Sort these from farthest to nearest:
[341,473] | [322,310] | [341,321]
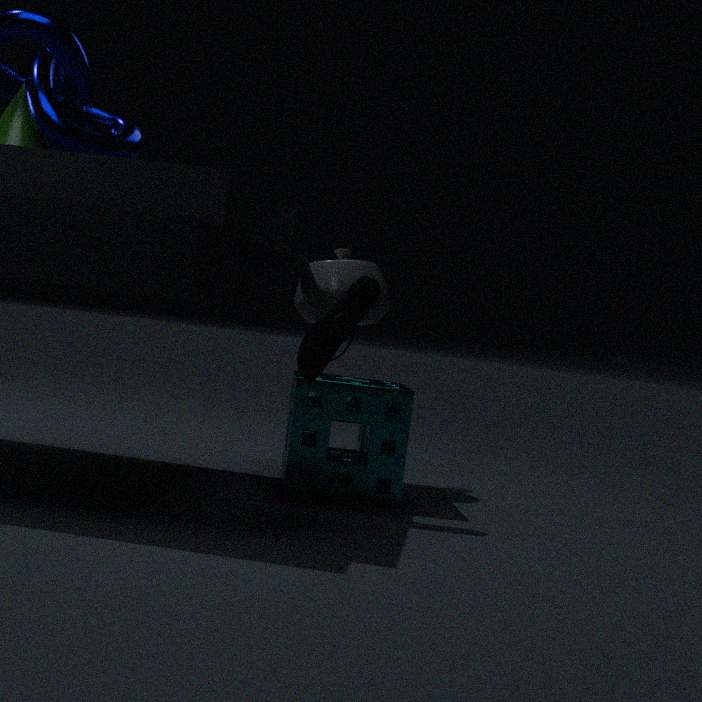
[322,310] < [341,473] < [341,321]
